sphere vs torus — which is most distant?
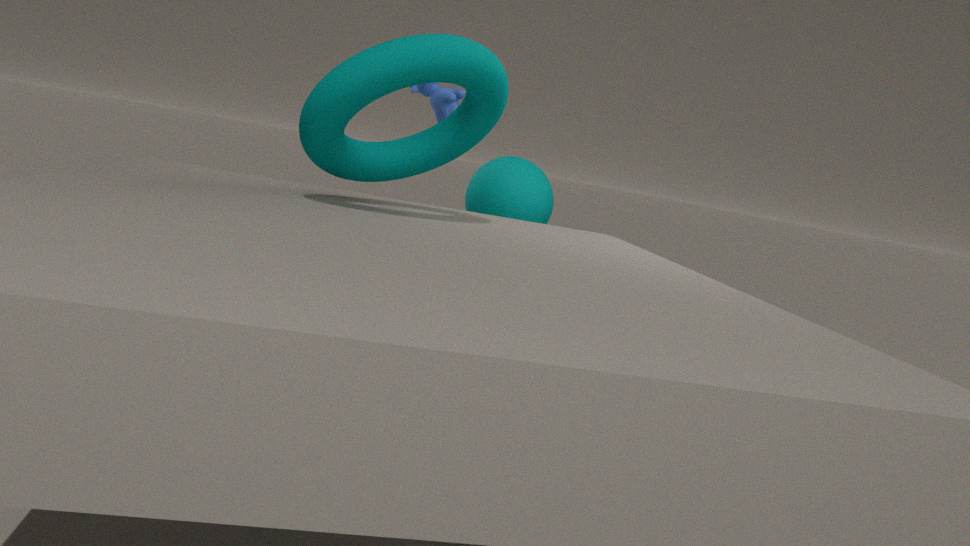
sphere
